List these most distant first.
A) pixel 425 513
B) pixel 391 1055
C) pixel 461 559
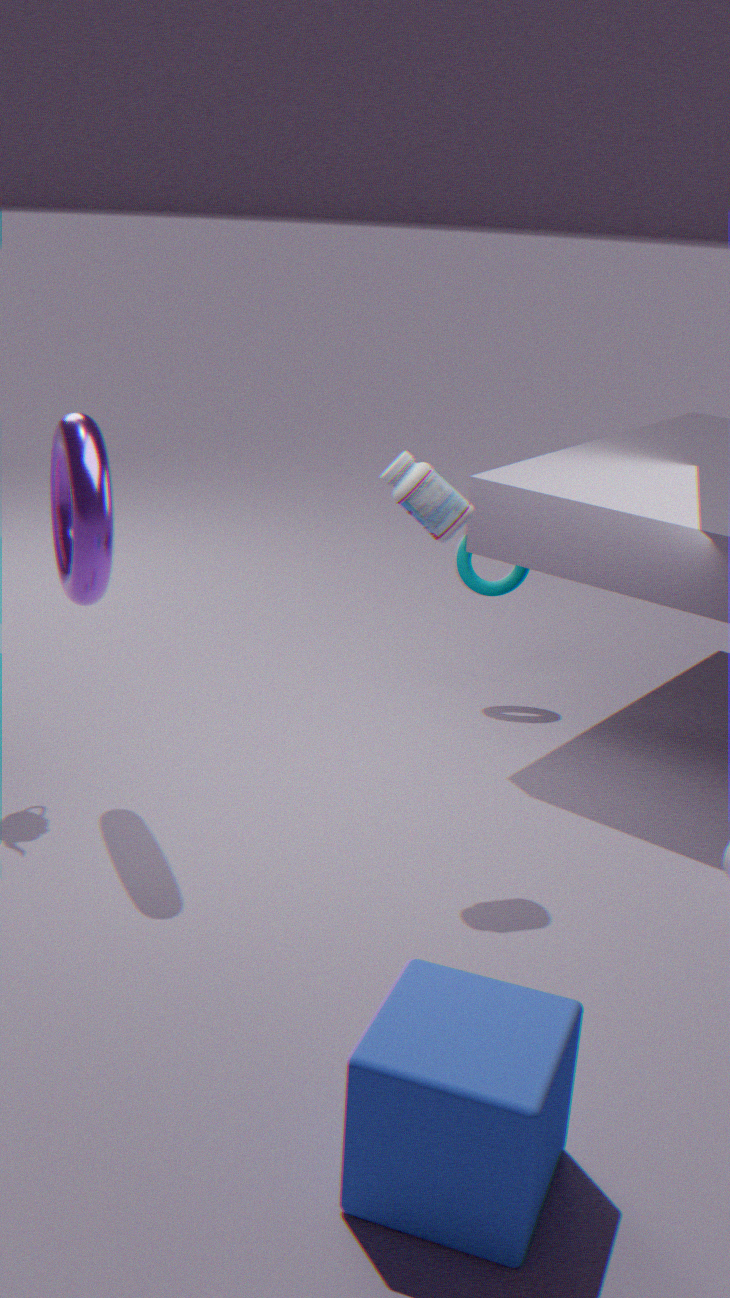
pixel 461 559
pixel 425 513
pixel 391 1055
